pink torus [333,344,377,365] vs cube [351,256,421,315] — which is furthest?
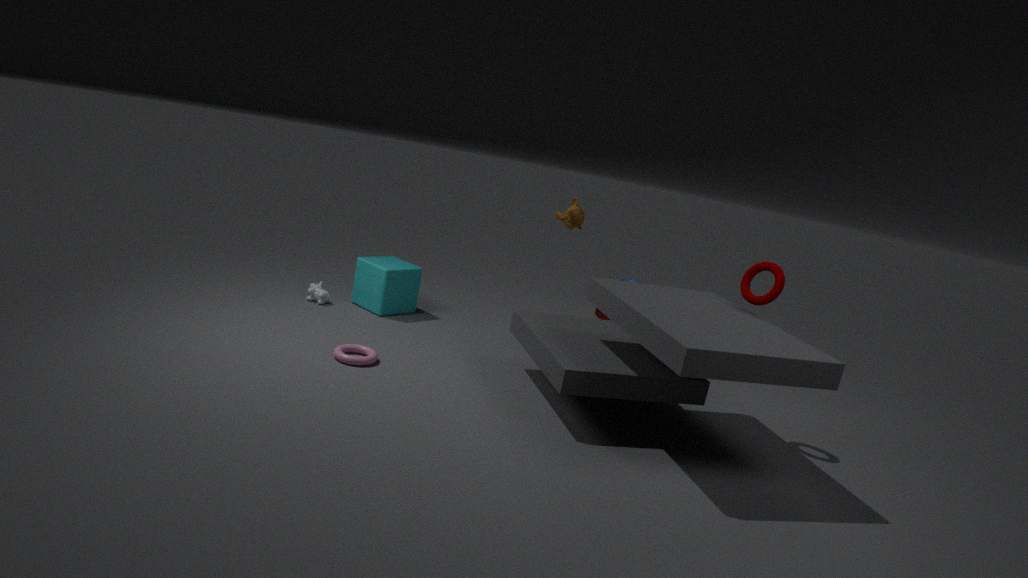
cube [351,256,421,315]
